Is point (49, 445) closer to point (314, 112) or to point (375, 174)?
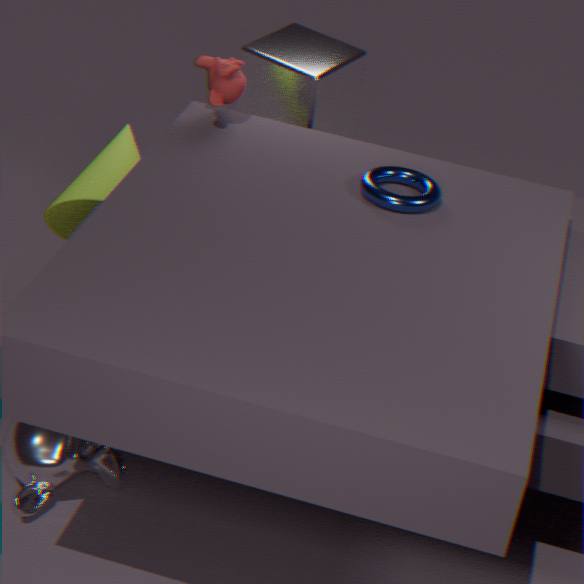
point (375, 174)
